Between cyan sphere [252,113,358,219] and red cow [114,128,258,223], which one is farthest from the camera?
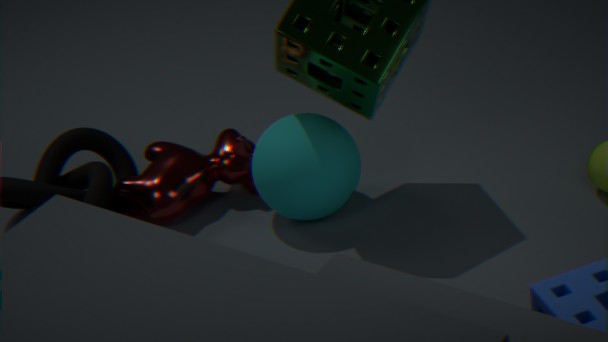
red cow [114,128,258,223]
